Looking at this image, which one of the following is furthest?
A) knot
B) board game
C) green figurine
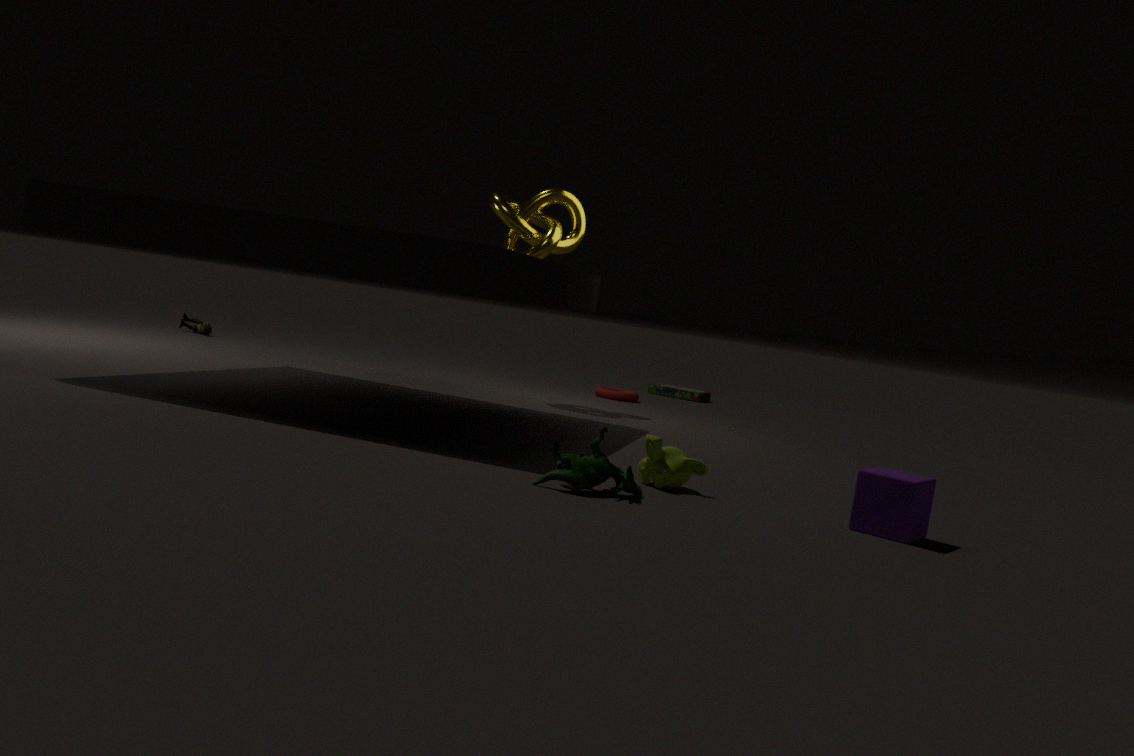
board game
